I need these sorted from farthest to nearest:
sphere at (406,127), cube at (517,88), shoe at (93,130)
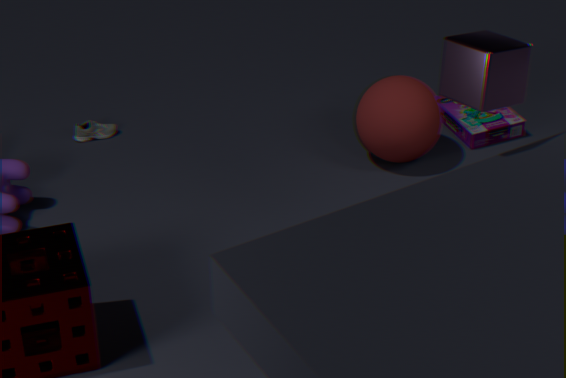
shoe at (93,130) < sphere at (406,127) < cube at (517,88)
